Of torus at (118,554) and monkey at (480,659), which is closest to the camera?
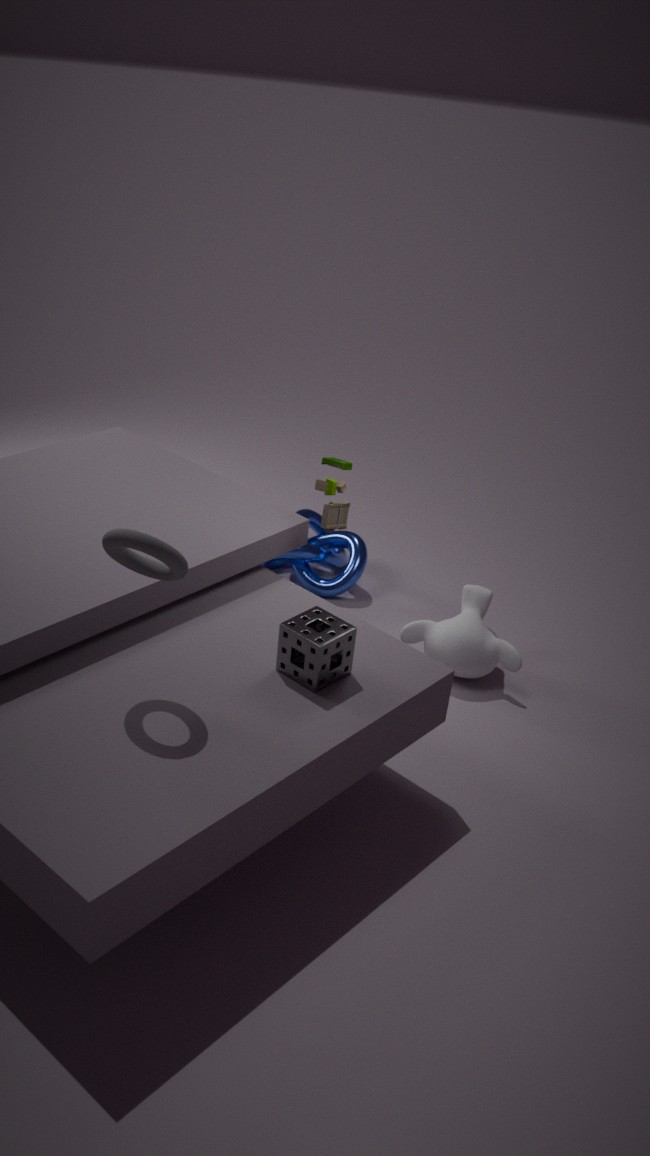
torus at (118,554)
